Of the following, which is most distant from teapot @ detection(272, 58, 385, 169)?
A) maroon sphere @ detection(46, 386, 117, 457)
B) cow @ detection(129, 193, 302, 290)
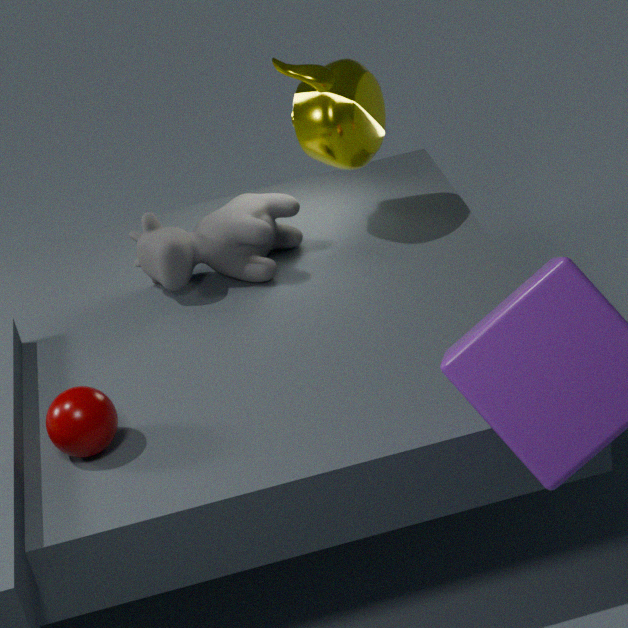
maroon sphere @ detection(46, 386, 117, 457)
